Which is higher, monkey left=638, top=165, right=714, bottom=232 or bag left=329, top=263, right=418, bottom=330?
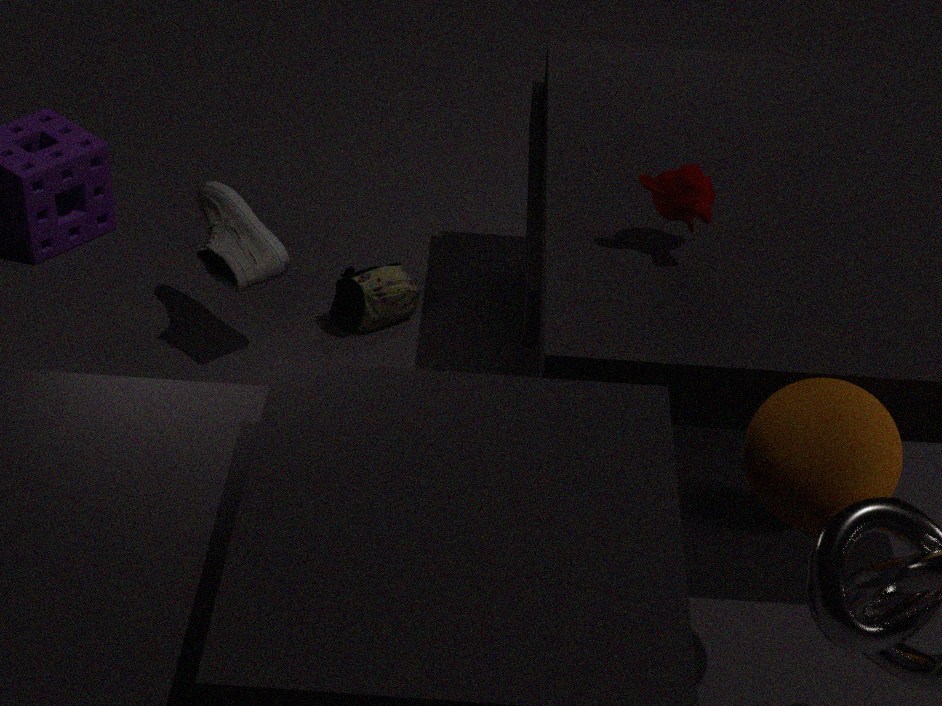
monkey left=638, top=165, right=714, bottom=232
